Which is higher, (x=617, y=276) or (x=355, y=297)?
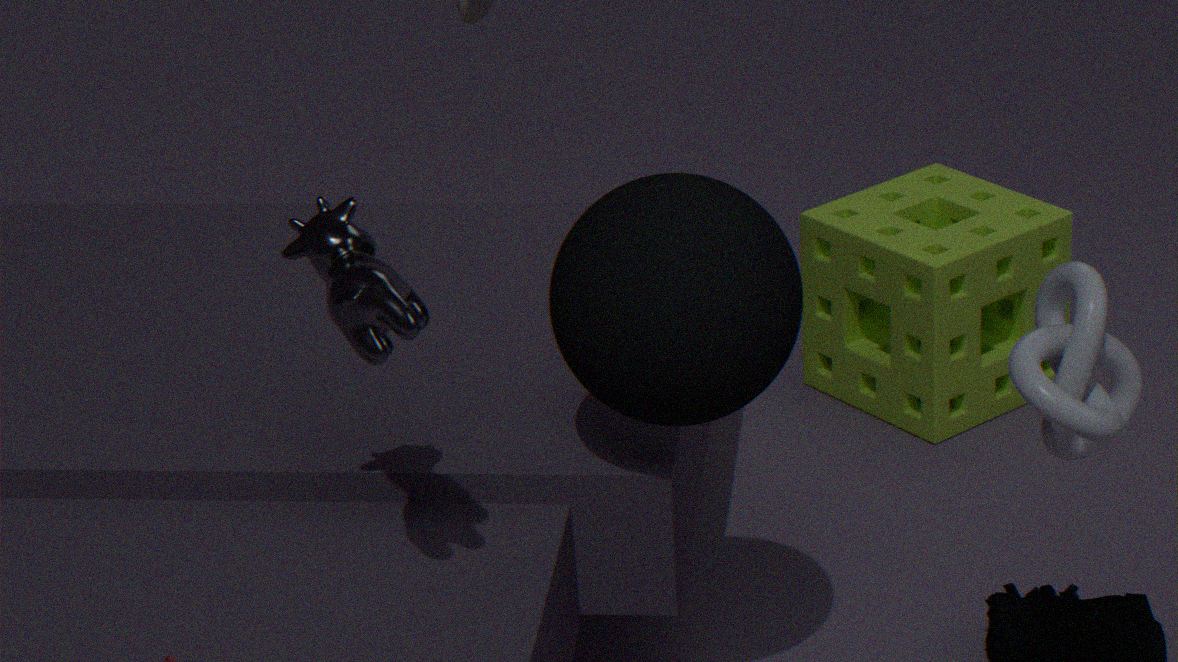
(x=355, y=297)
